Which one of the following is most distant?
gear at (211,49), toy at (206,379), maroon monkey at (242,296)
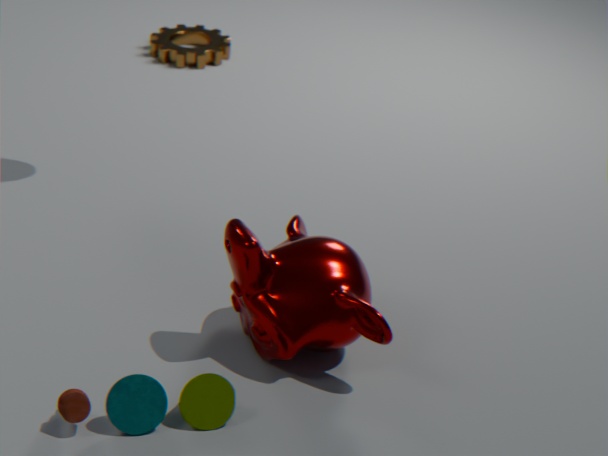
gear at (211,49)
